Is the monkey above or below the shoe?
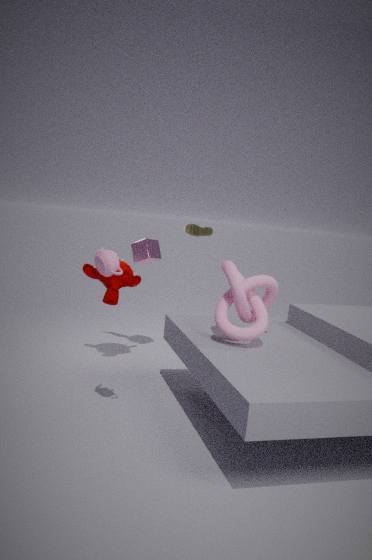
below
